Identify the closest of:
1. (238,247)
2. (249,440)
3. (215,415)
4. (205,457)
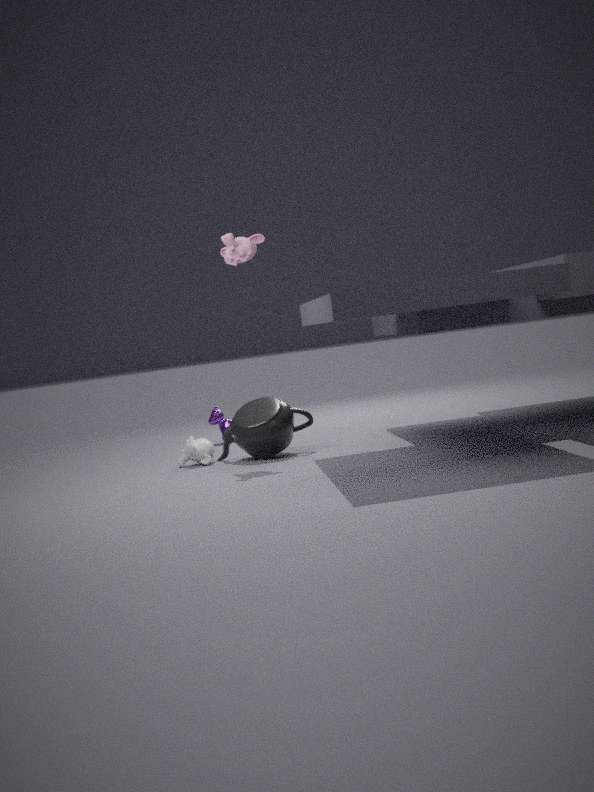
(249,440)
